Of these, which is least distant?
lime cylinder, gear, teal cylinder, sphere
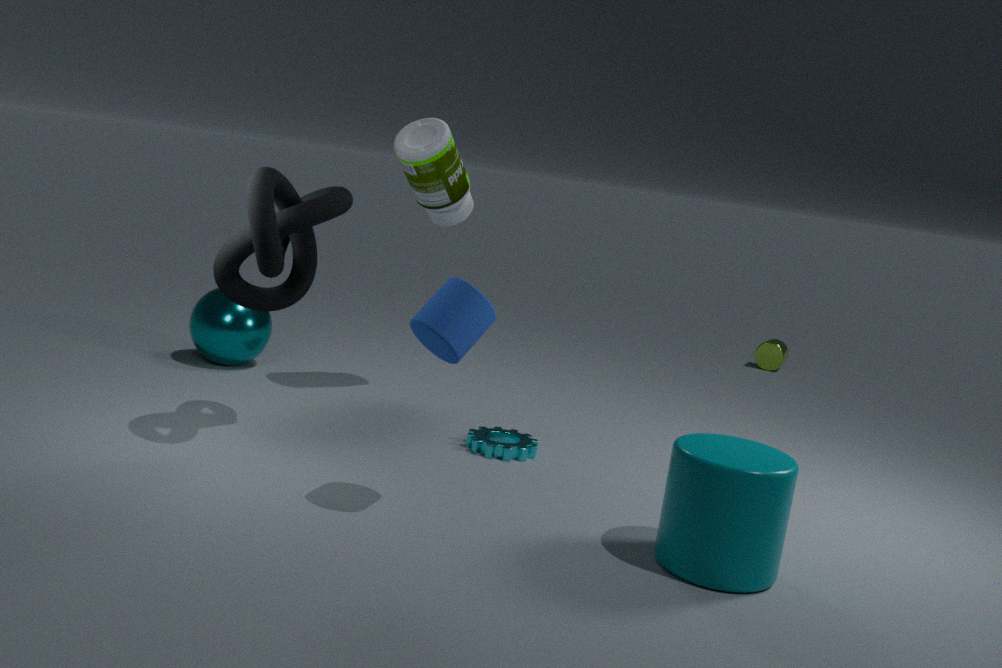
teal cylinder
